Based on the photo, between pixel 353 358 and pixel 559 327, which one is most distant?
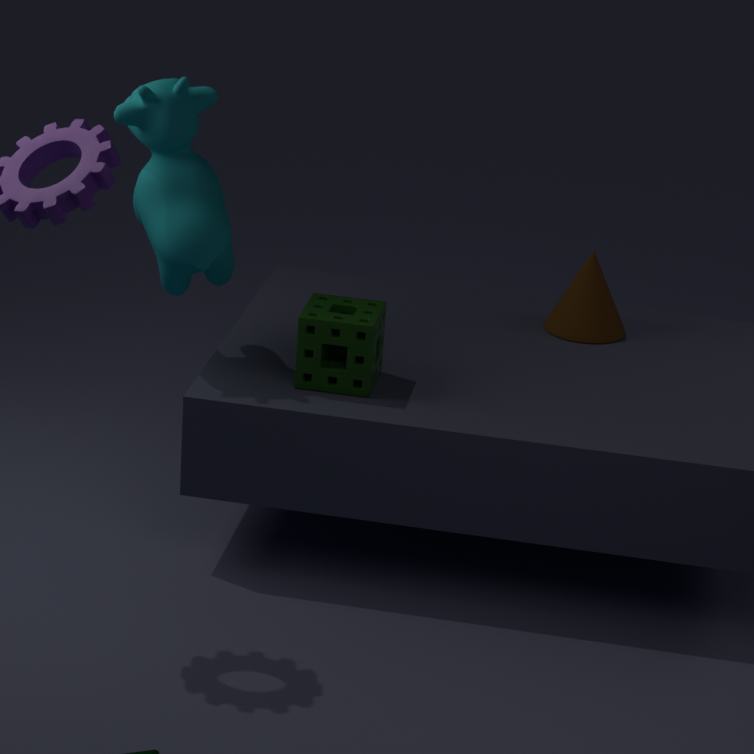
pixel 559 327
